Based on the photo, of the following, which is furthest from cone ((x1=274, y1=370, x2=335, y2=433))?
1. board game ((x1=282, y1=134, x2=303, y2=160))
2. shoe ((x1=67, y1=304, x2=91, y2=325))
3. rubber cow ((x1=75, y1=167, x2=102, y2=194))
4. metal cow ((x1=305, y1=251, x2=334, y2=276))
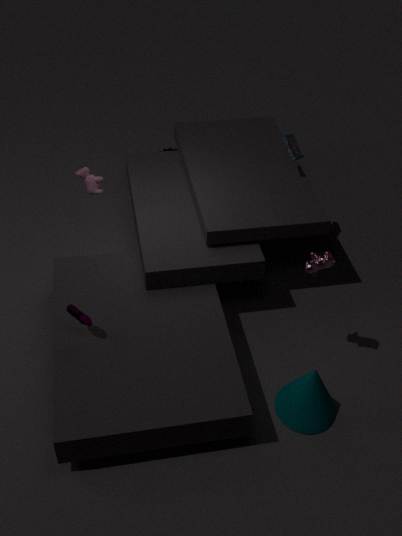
rubber cow ((x1=75, y1=167, x2=102, y2=194))
